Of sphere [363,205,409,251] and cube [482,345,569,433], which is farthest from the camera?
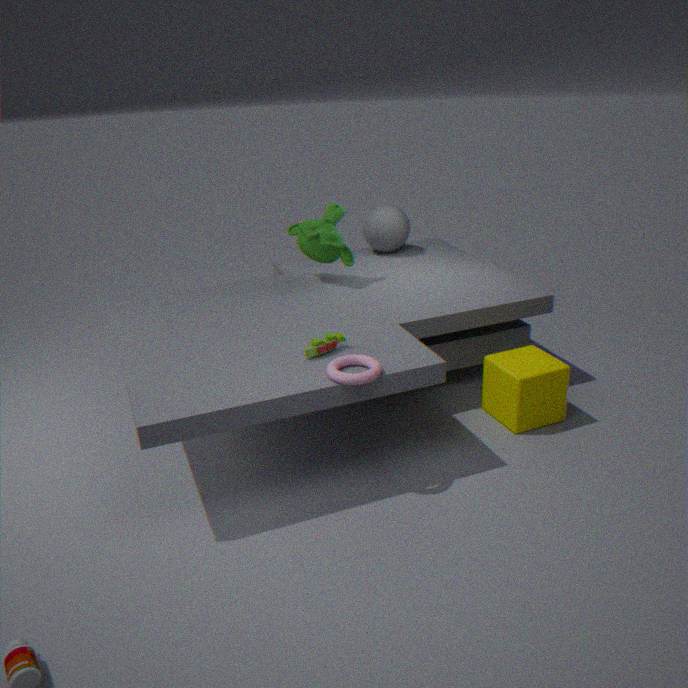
sphere [363,205,409,251]
